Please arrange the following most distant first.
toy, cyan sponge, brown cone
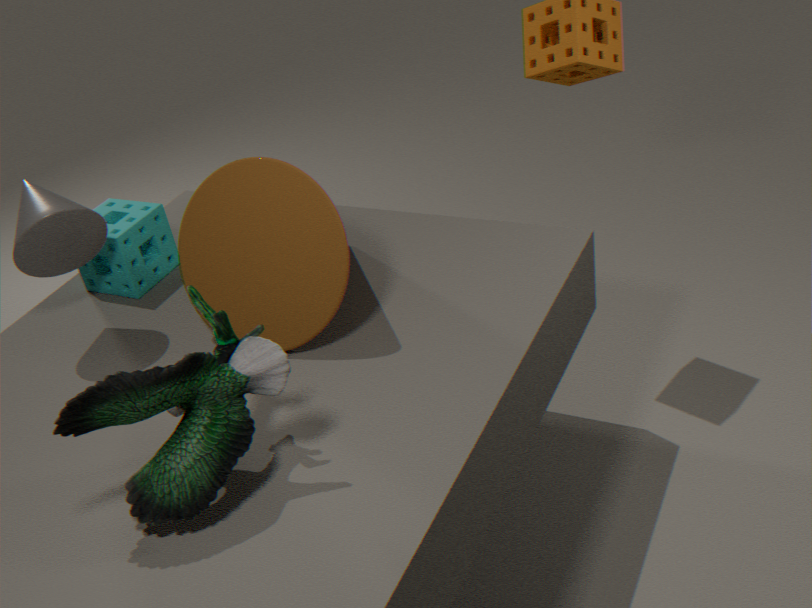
cyan sponge → brown cone → toy
